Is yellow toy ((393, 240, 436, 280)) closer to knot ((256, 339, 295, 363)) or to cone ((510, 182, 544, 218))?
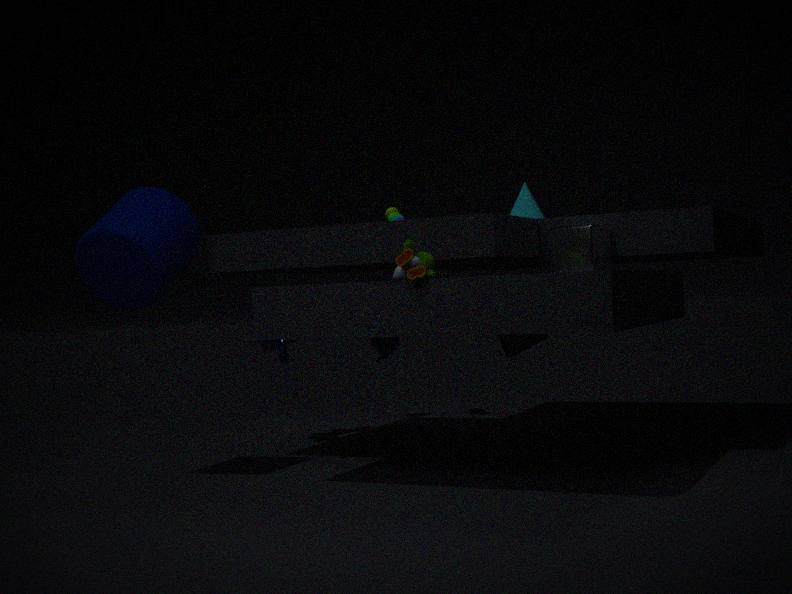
knot ((256, 339, 295, 363))
